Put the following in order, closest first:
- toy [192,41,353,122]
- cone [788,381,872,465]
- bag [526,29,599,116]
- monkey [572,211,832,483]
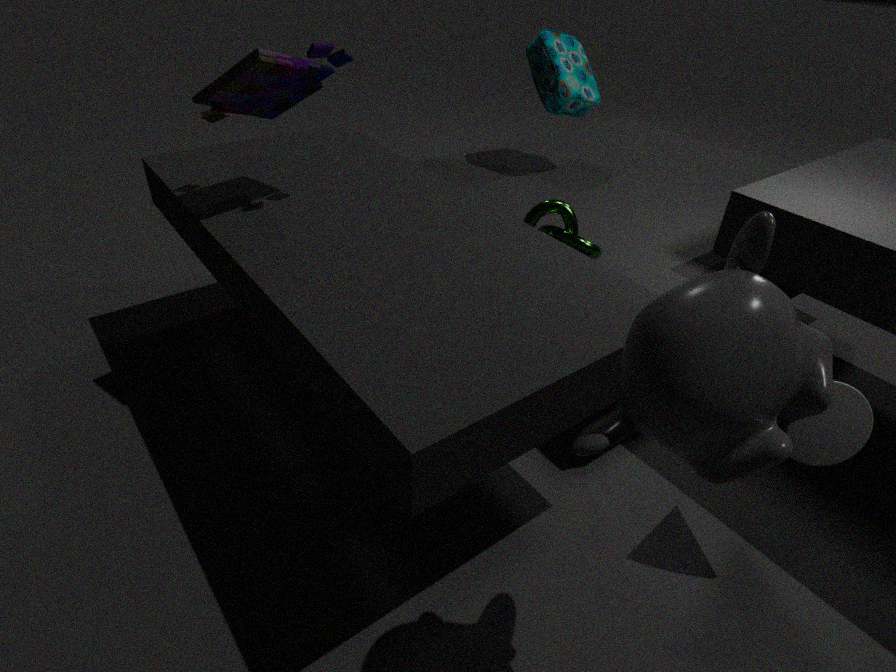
monkey [572,211,832,483]
cone [788,381,872,465]
toy [192,41,353,122]
bag [526,29,599,116]
